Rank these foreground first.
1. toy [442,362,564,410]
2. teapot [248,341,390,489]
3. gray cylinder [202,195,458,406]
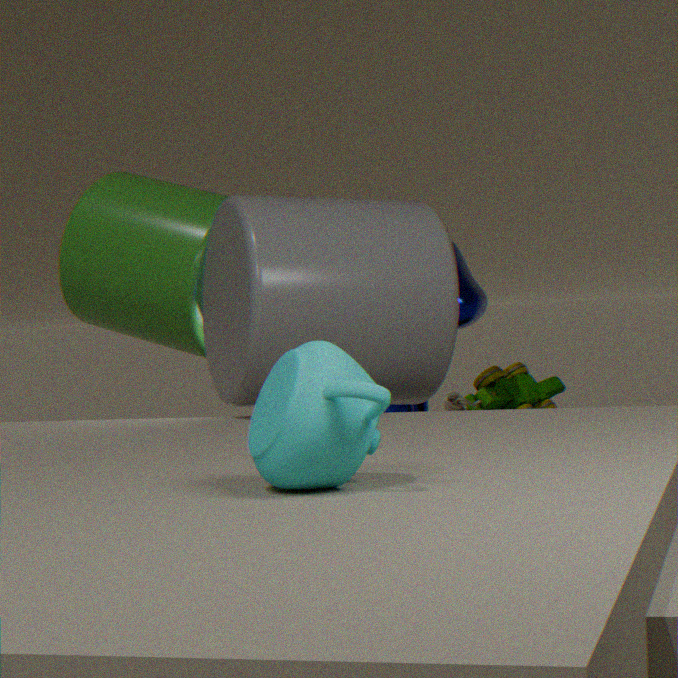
teapot [248,341,390,489]
gray cylinder [202,195,458,406]
toy [442,362,564,410]
